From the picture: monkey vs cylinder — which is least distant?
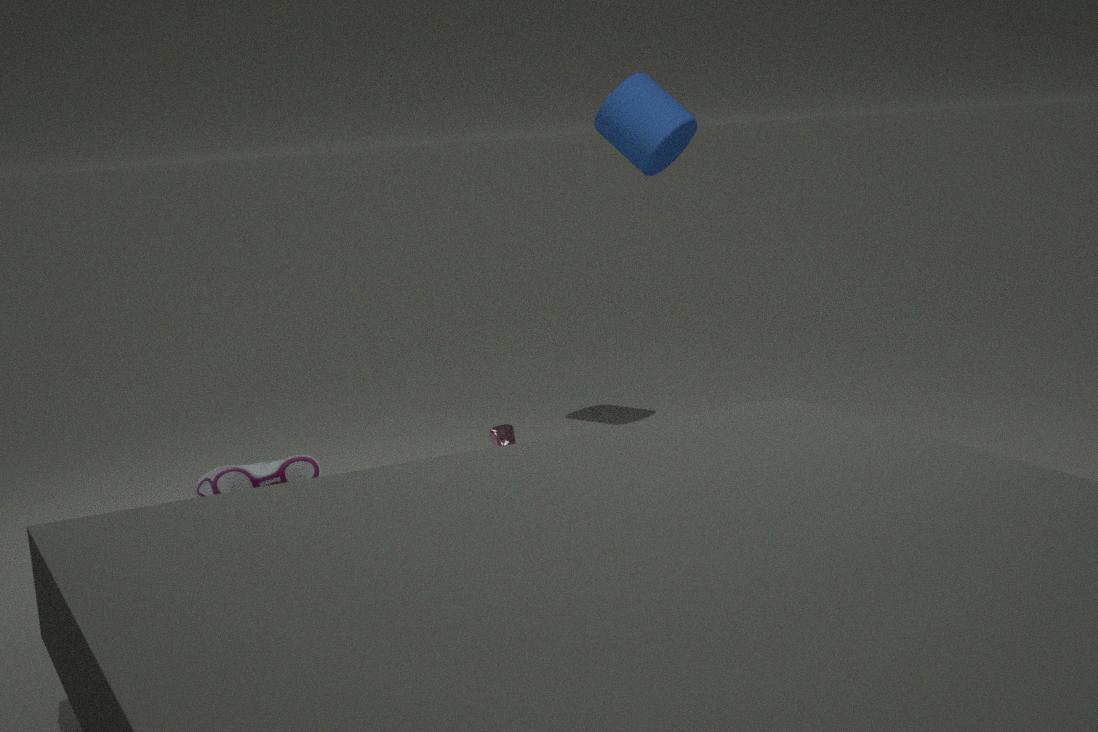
monkey
